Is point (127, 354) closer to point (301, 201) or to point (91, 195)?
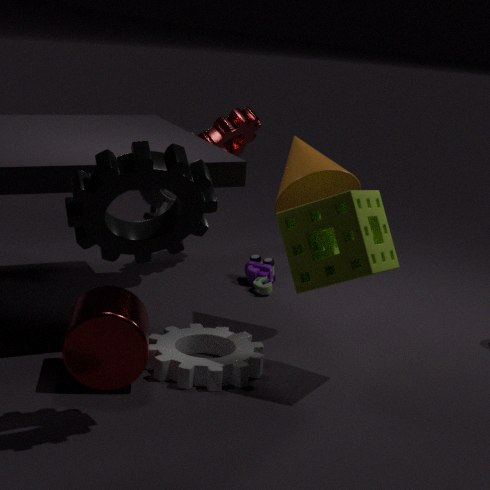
point (91, 195)
